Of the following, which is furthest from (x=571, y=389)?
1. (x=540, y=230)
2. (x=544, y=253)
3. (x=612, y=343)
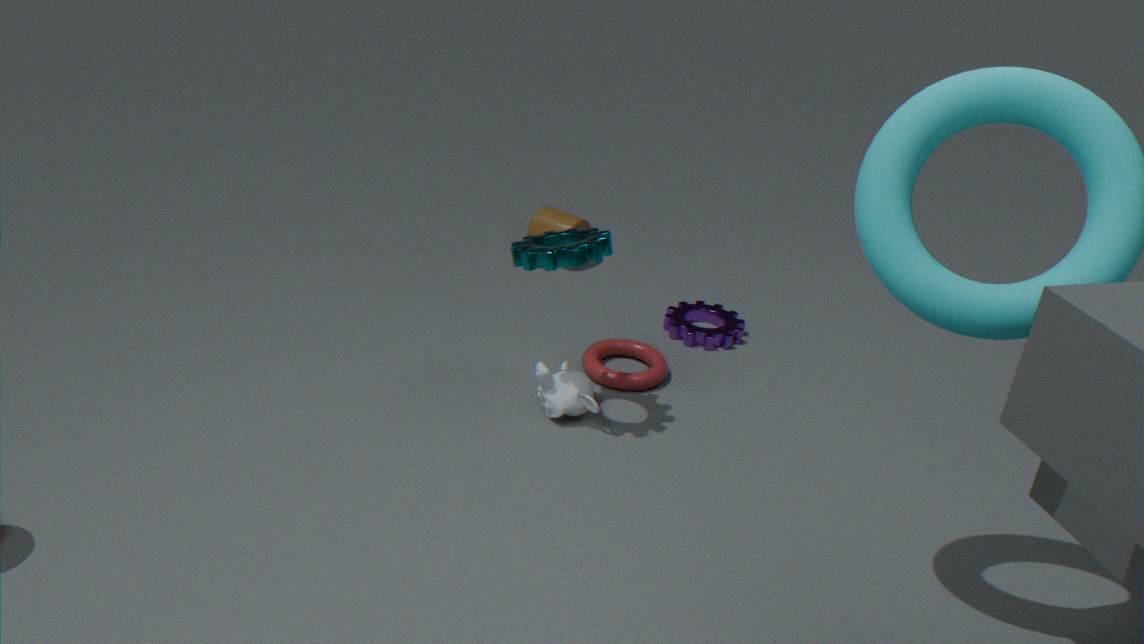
(x=540, y=230)
